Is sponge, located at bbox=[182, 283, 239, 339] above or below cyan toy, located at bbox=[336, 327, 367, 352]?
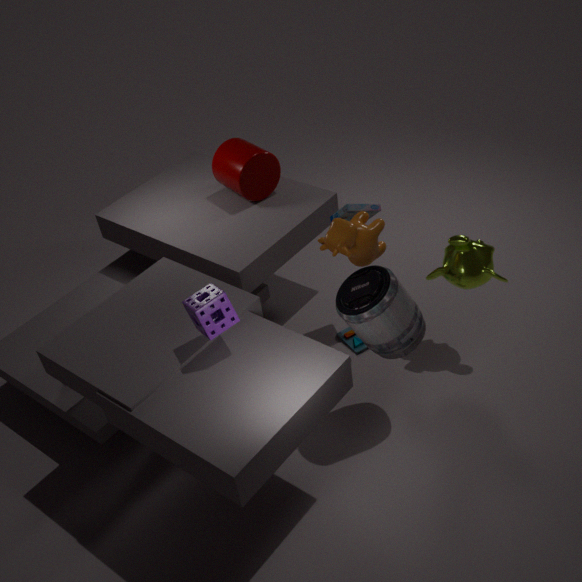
above
